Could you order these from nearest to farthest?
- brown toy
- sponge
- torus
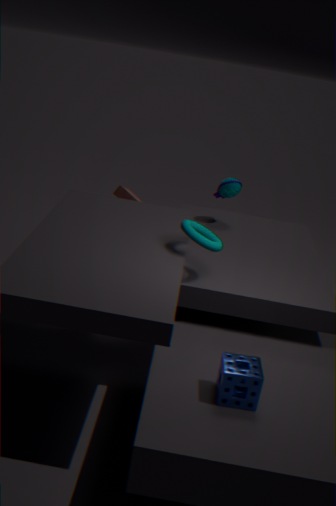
sponge → torus → brown toy
